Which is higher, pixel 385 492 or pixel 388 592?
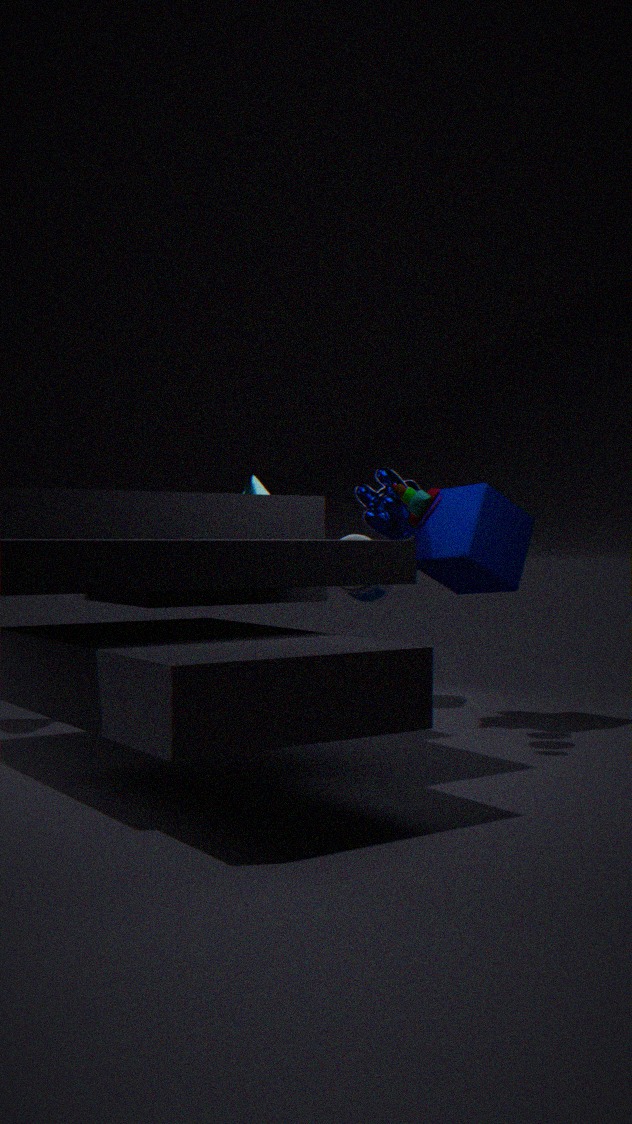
pixel 385 492
